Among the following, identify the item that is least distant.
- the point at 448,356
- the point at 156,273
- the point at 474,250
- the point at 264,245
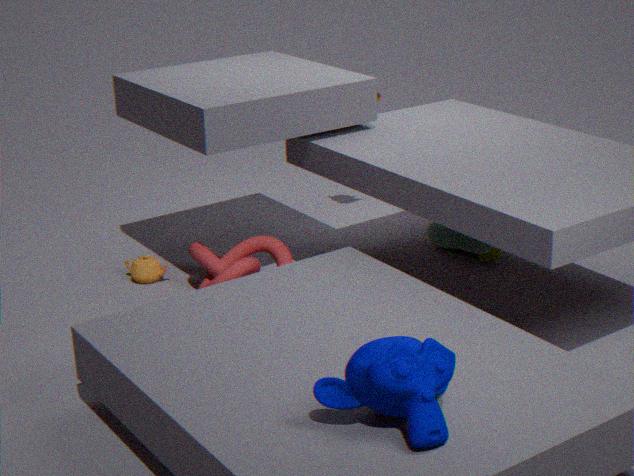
the point at 448,356
